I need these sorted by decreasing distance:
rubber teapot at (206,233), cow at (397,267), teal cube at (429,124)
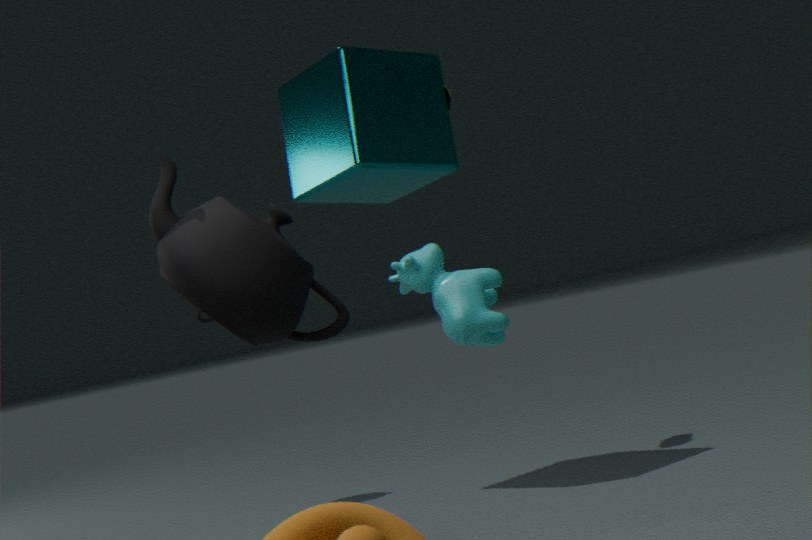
teal cube at (429,124) → cow at (397,267) → rubber teapot at (206,233)
